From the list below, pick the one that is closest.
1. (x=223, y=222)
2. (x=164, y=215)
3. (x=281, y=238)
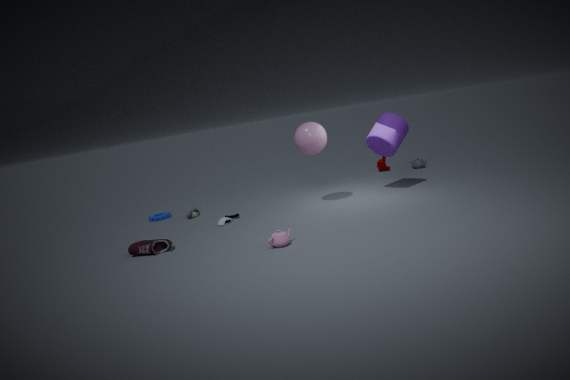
(x=281, y=238)
